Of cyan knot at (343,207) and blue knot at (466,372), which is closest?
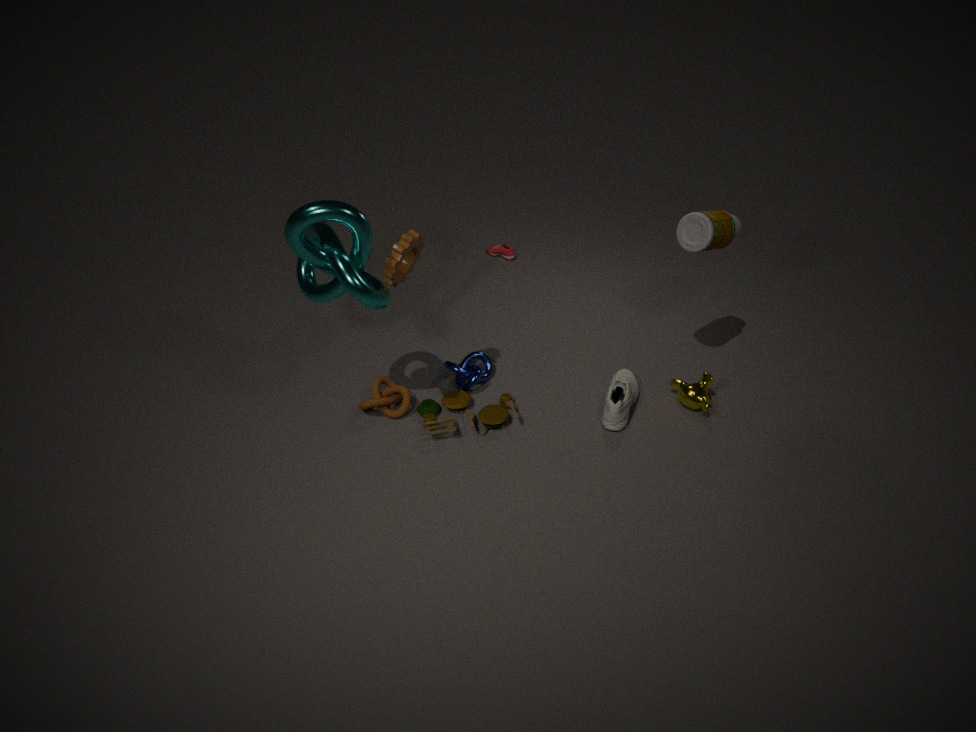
cyan knot at (343,207)
